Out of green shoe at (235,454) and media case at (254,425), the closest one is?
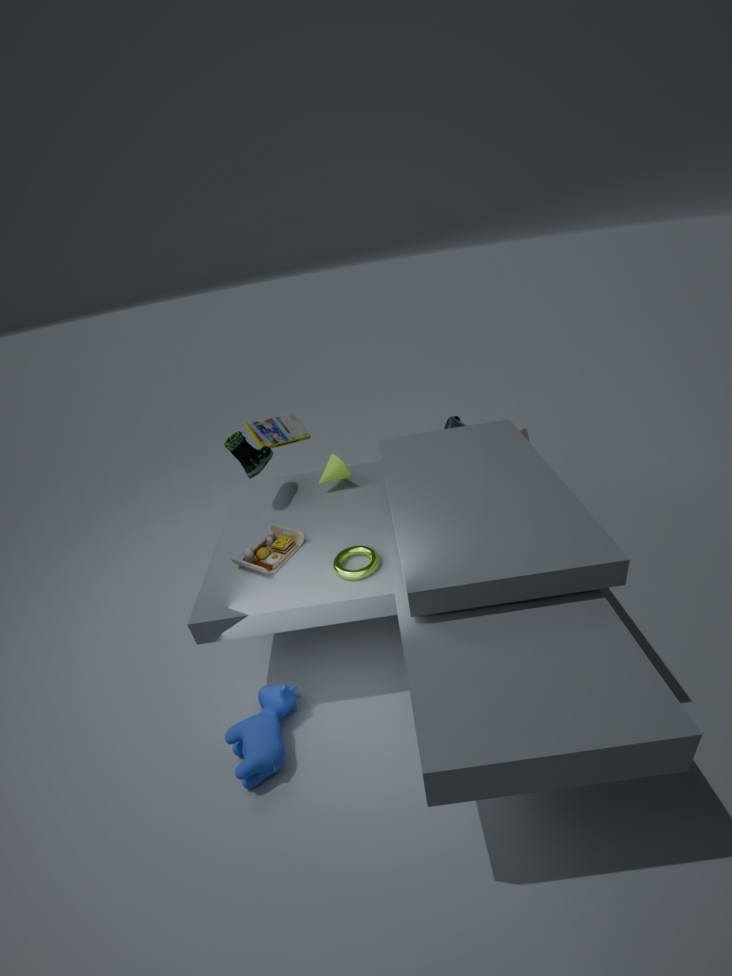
green shoe at (235,454)
